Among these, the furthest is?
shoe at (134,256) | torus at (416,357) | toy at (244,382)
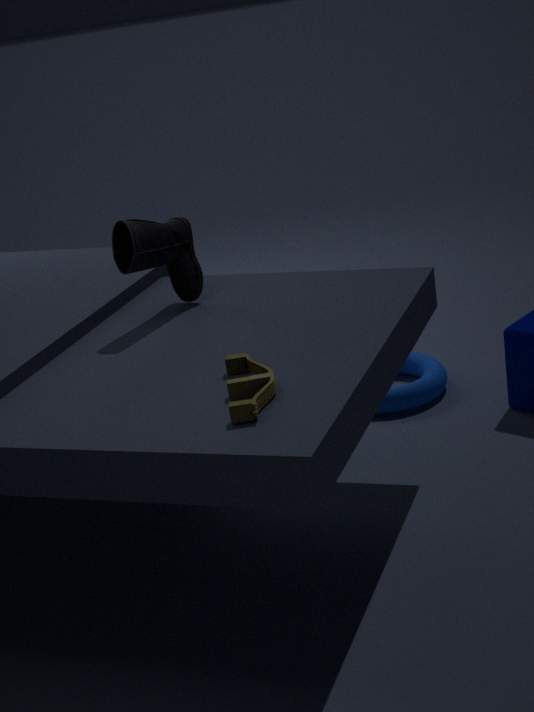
torus at (416,357)
